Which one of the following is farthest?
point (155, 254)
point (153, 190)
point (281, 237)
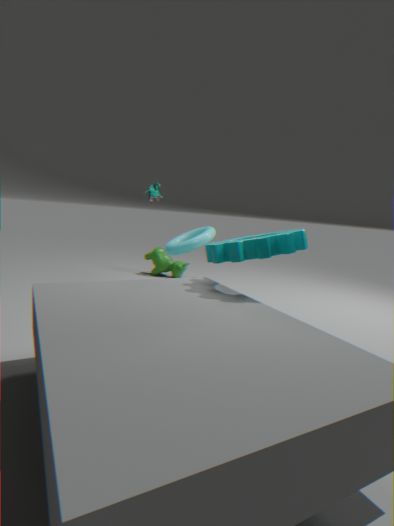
point (155, 254)
